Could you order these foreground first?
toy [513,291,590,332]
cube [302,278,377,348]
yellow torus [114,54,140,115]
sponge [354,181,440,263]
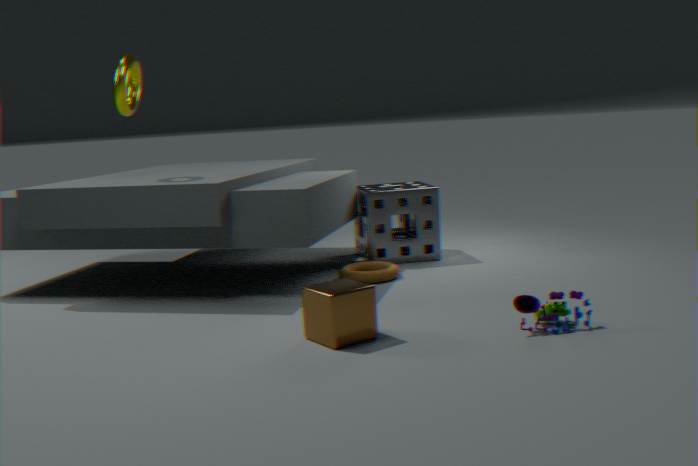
cube [302,278,377,348] → toy [513,291,590,332] → yellow torus [114,54,140,115] → sponge [354,181,440,263]
